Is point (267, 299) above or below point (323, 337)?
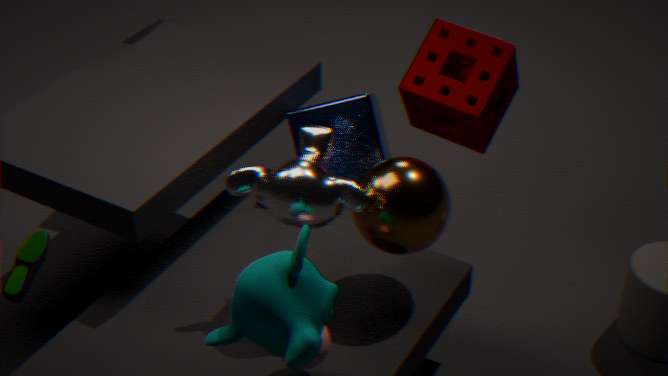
above
